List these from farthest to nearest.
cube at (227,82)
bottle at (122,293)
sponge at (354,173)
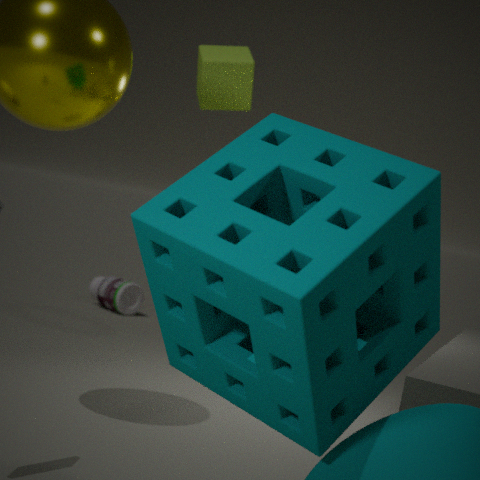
1. bottle at (122,293)
2. cube at (227,82)
3. sponge at (354,173)
